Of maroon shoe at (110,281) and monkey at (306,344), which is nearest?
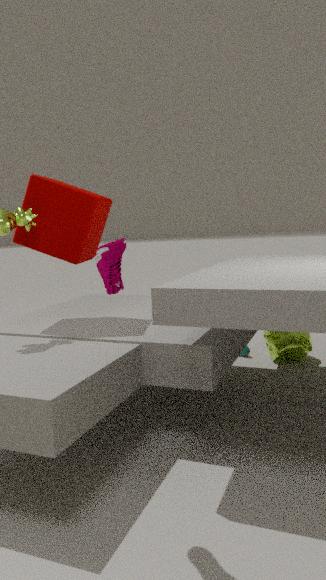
maroon shoe at (110,281)
